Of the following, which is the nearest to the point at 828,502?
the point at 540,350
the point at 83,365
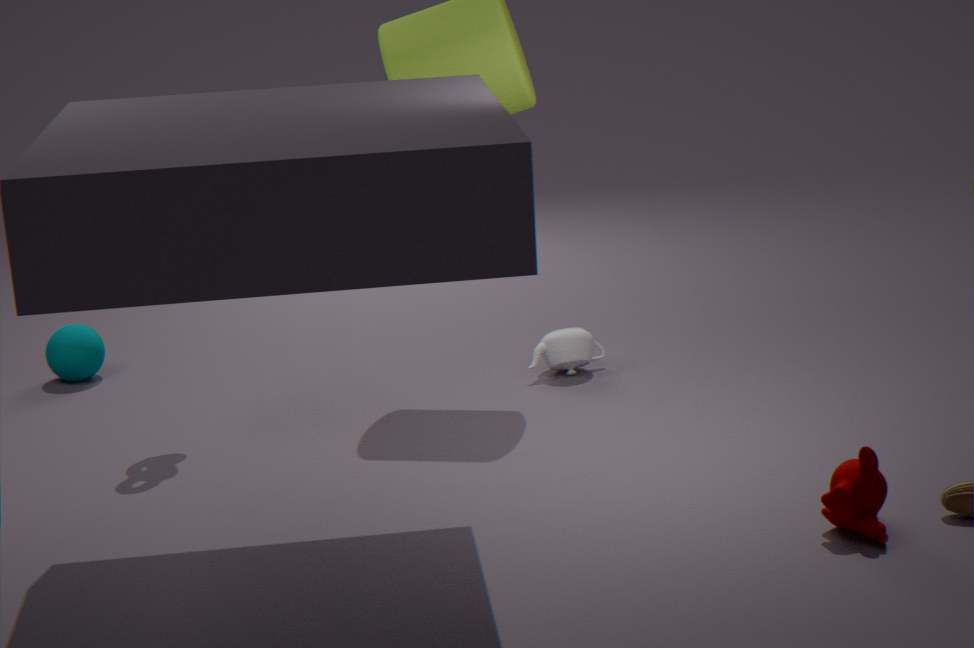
the point at 540,350
